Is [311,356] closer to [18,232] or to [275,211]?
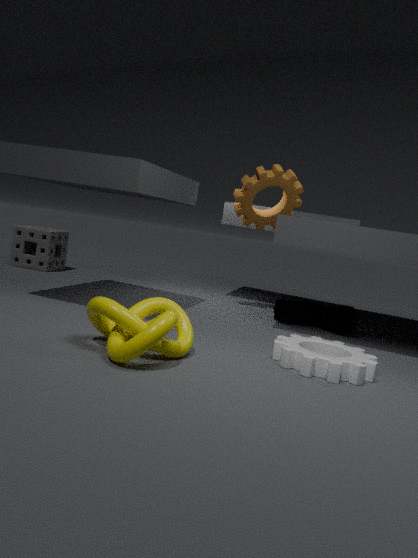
[275,211]
